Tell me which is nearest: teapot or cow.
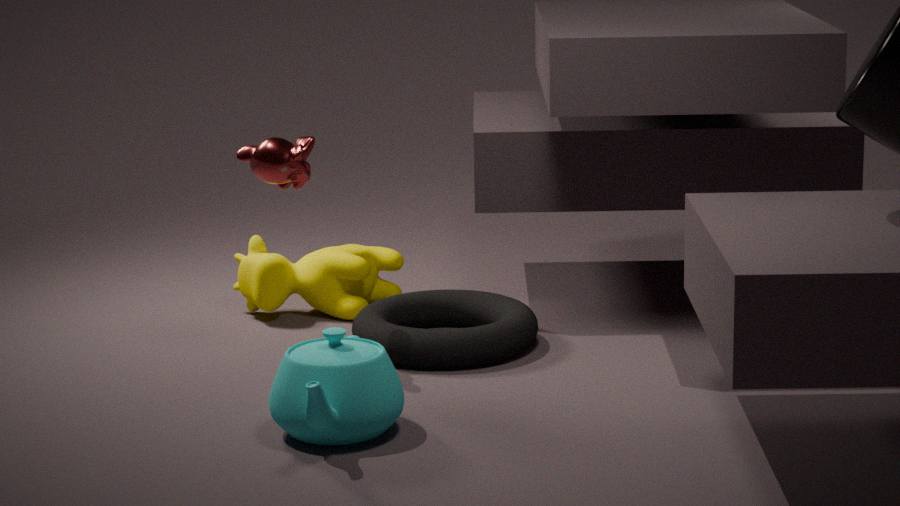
teapot
